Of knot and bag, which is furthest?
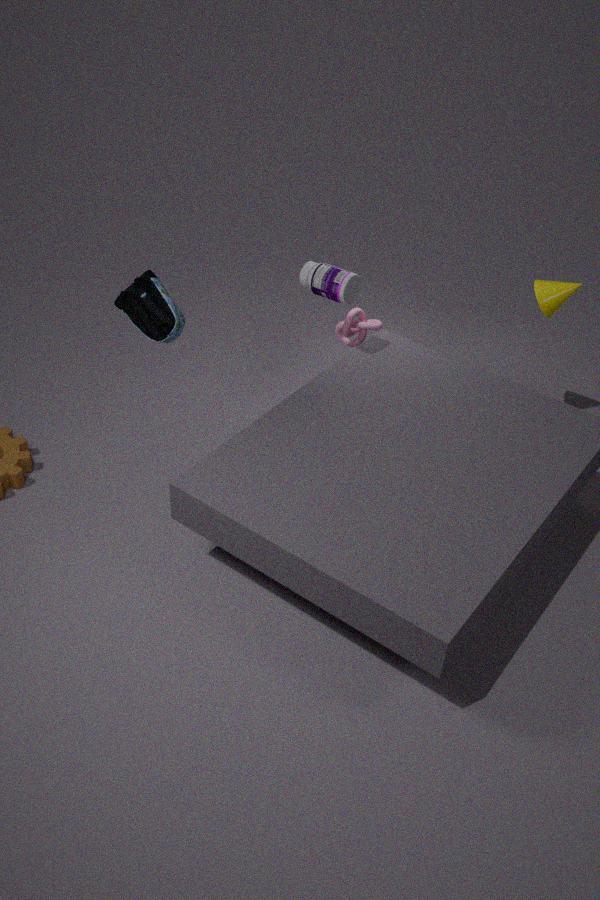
knot
